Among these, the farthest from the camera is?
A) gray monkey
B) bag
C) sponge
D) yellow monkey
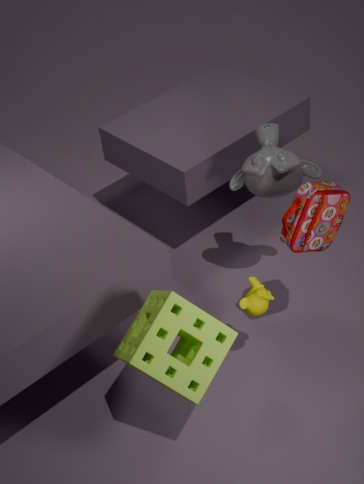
gray monkey
